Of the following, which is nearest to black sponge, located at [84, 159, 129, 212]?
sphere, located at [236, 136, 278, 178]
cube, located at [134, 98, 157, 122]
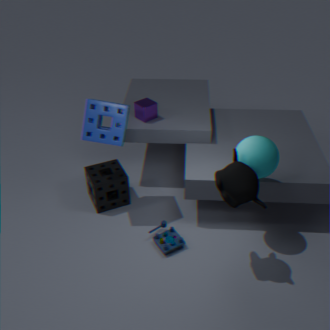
cube, located at [134, 98, 157, 122]
